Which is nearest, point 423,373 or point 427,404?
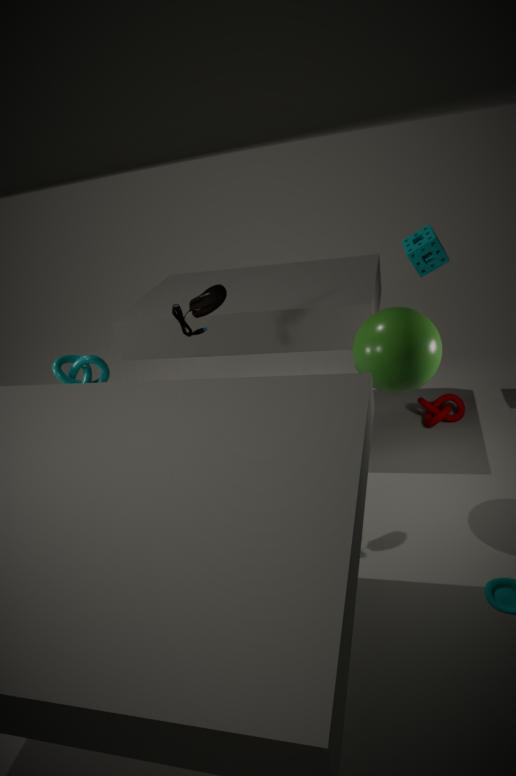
point 423,373
